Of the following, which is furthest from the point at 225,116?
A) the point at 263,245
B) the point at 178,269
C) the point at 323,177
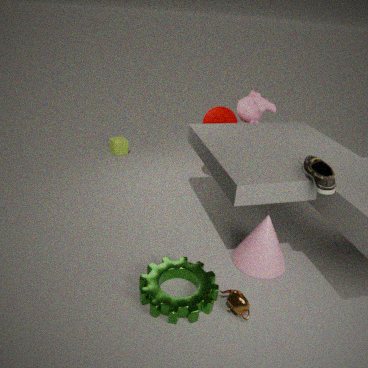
the point at 178,269
